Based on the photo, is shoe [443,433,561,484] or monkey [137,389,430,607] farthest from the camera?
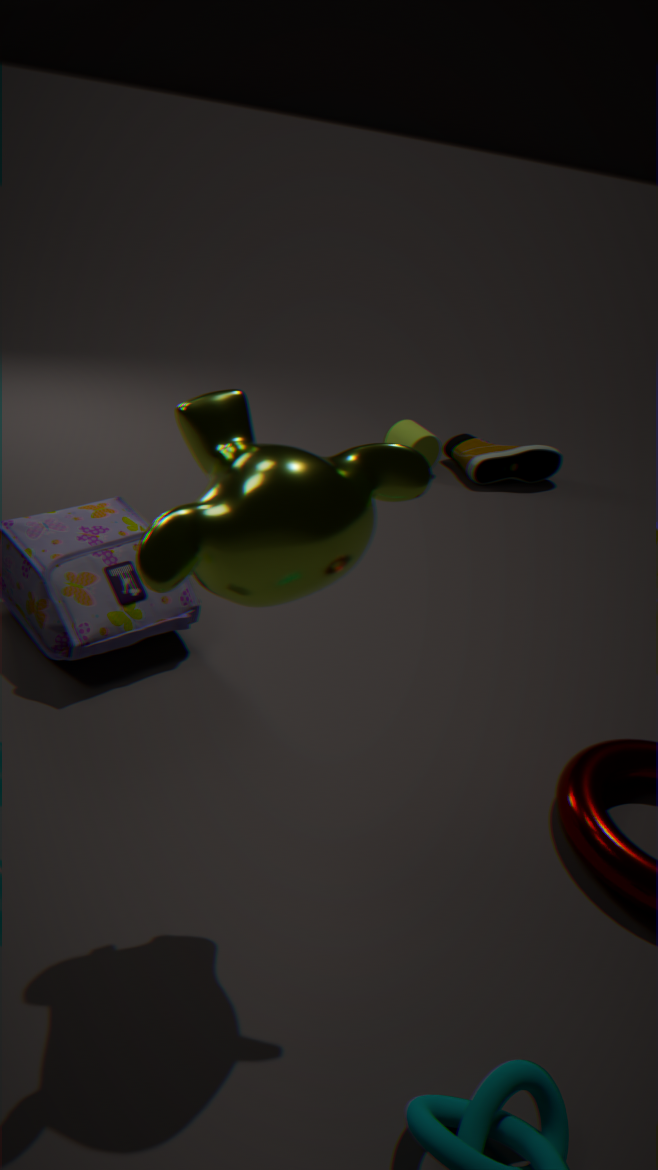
shoe [443,433,561,484]
